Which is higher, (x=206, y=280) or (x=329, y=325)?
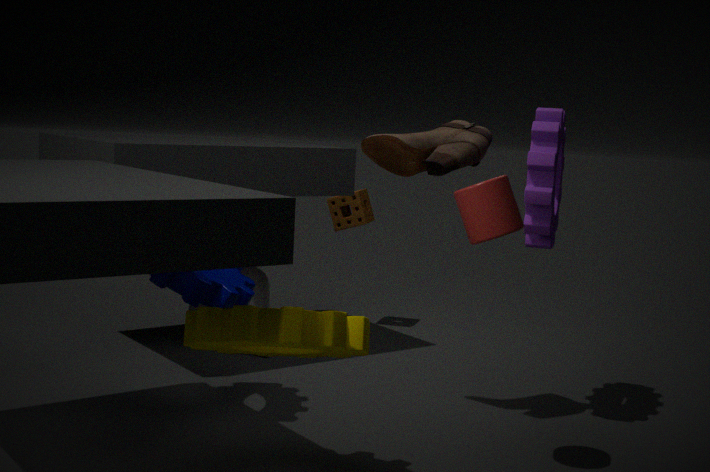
(x=206, y=280)
